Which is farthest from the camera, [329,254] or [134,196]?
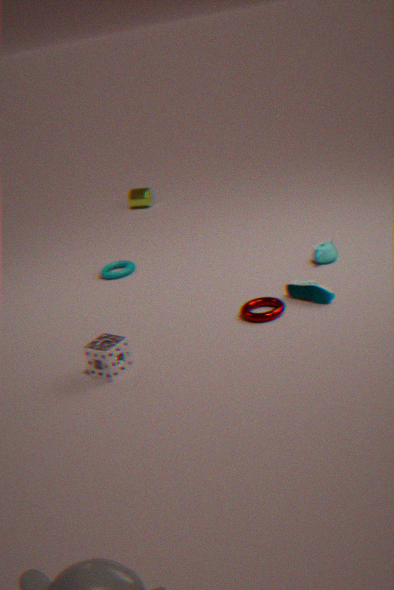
[134,196]
